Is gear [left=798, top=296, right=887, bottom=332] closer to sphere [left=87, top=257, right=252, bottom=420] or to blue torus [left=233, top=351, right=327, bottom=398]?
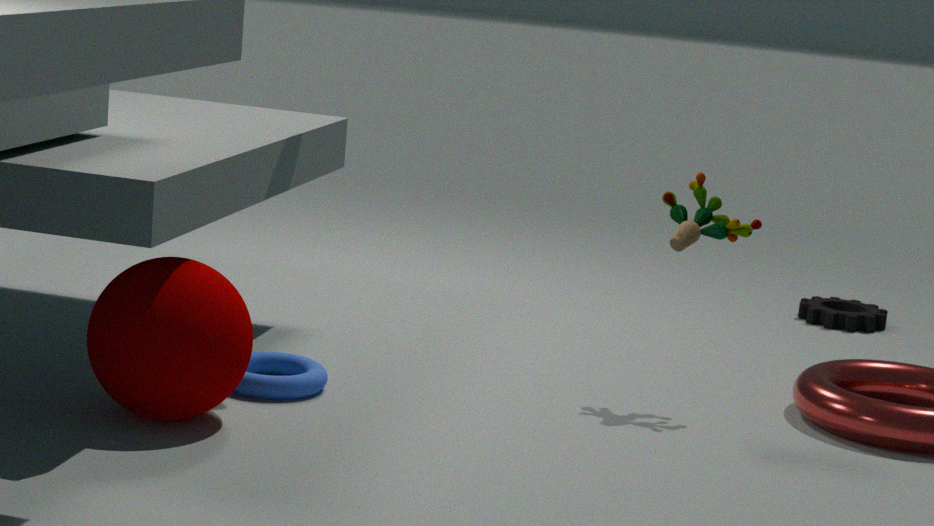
blue torus [left=233, top=351, right=327, bottom=398]
